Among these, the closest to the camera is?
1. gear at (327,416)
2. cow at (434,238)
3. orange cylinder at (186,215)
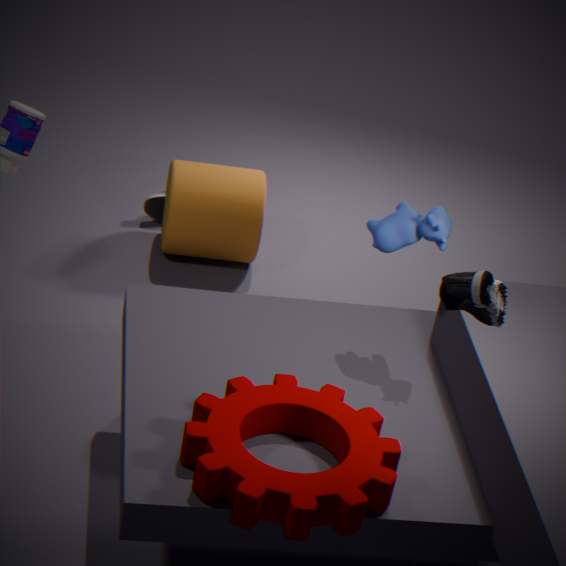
gear at (327,416)
